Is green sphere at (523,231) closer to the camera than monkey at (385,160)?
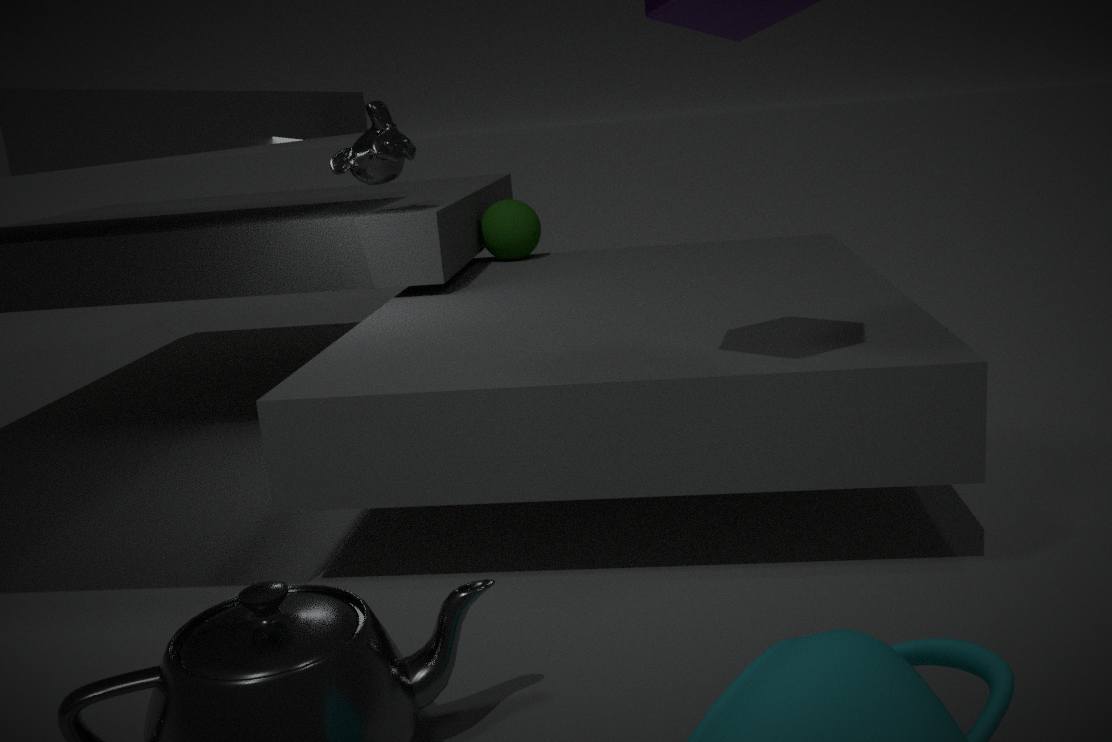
No
